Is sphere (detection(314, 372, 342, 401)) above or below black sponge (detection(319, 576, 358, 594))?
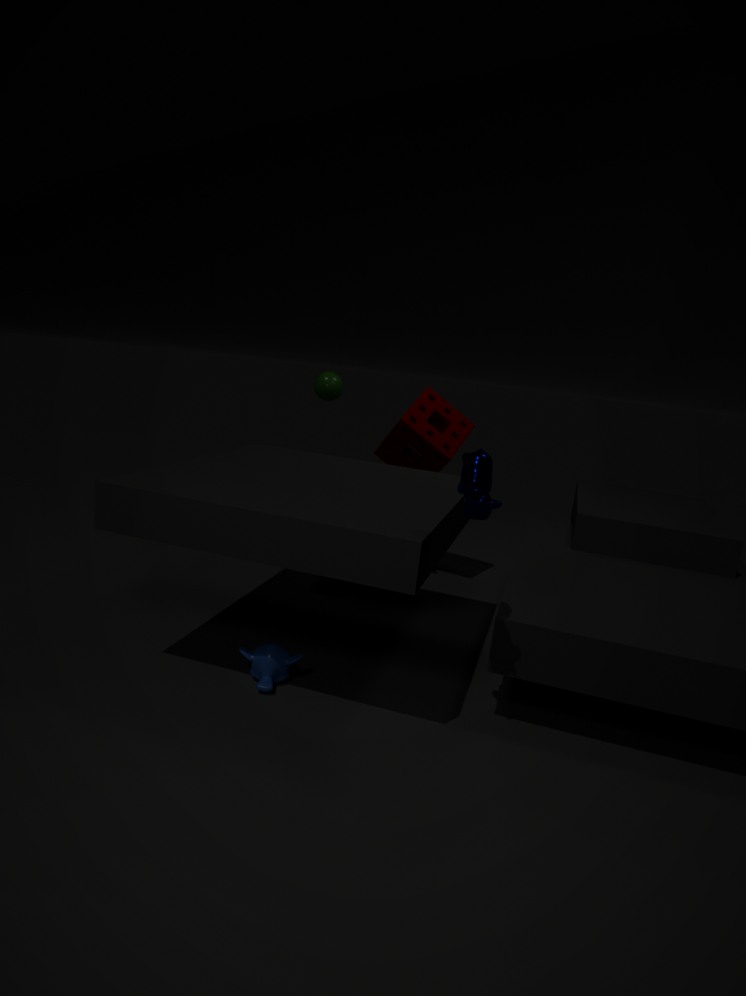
above
